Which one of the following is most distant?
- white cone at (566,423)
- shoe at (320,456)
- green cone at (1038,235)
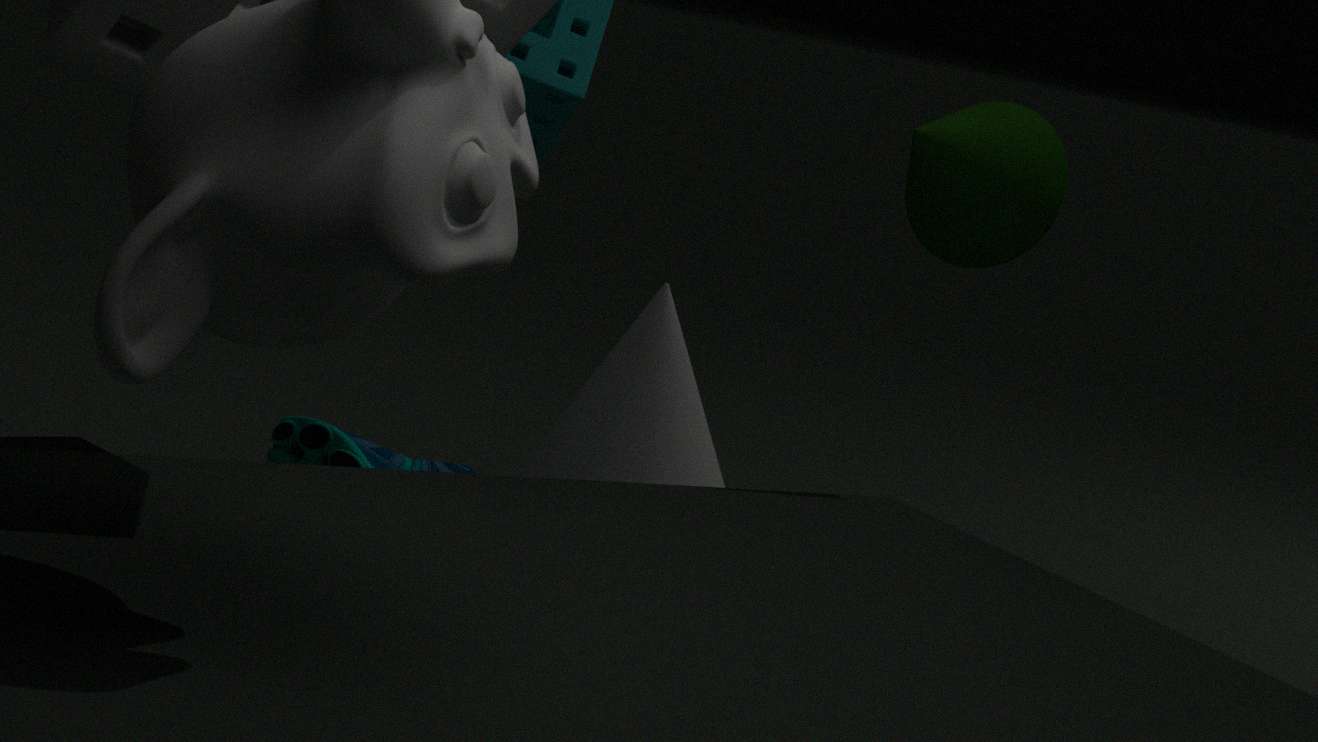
white cone at (566,423)
